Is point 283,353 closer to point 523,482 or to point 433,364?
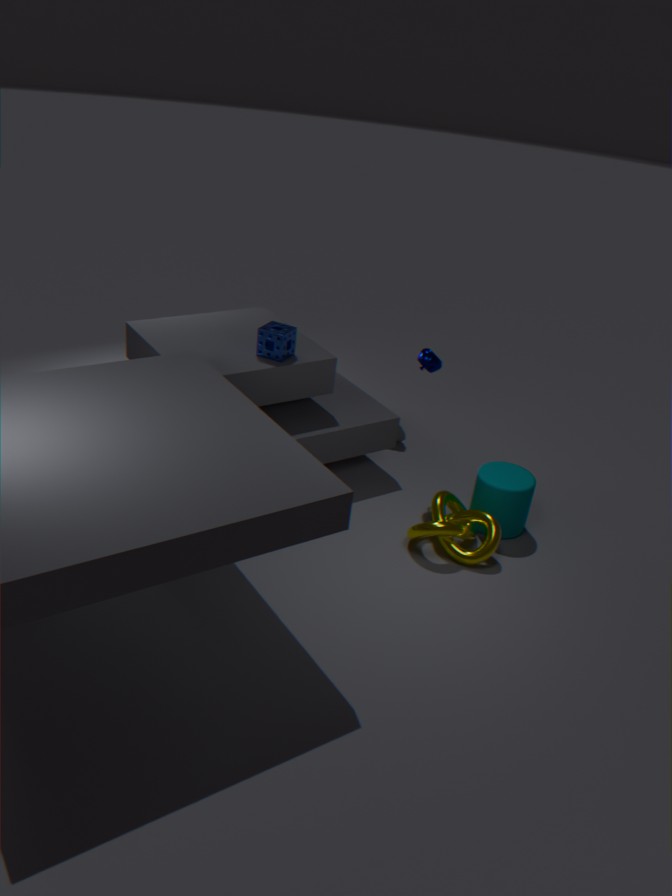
point 433,364
